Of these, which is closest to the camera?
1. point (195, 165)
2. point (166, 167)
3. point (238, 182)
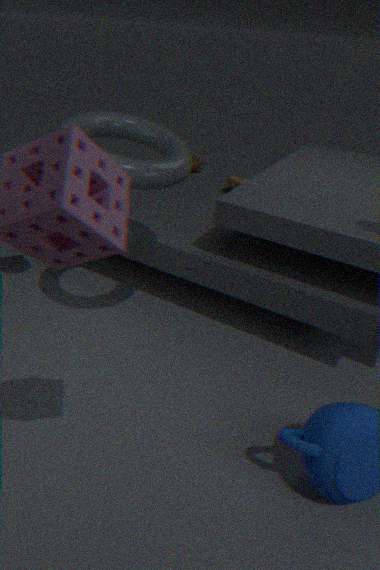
point (166, 167)
